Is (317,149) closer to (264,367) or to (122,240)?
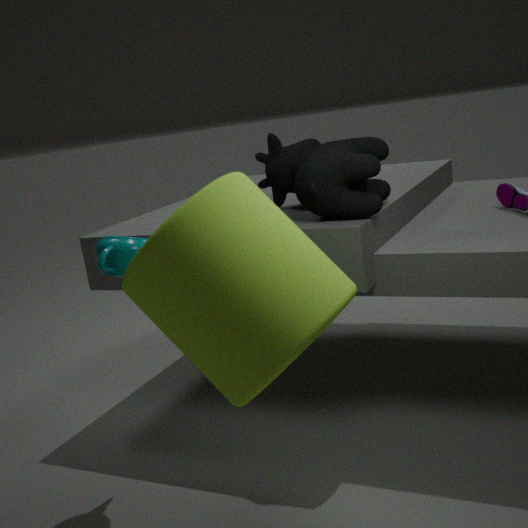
(122,240)
